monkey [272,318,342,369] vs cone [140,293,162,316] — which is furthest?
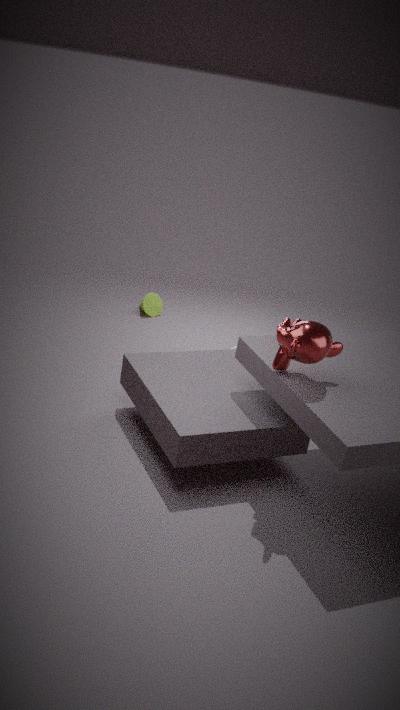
cone [140,293,162,316]
